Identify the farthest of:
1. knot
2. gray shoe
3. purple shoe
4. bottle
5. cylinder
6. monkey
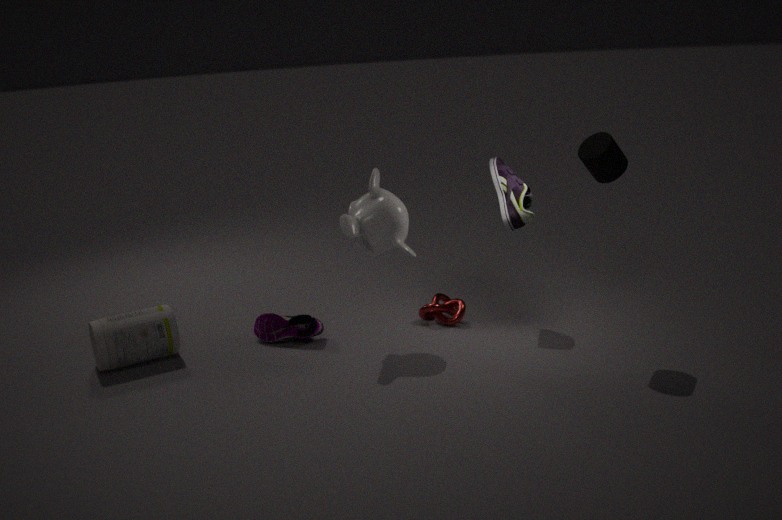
knot
